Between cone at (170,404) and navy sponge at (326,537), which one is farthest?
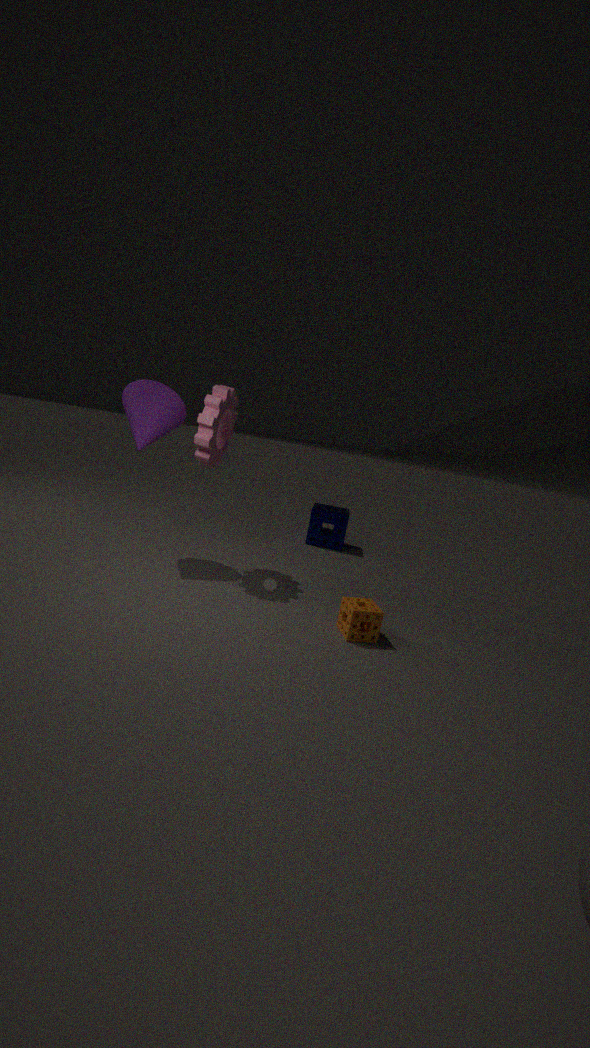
navy sponge at (326,537)
